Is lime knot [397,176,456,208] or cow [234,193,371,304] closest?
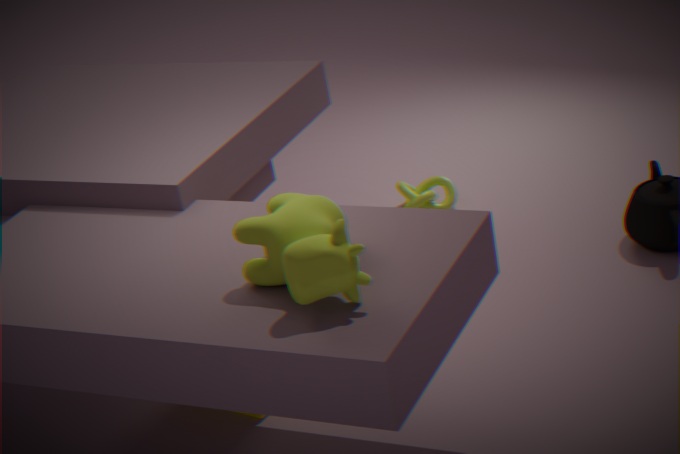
cow [234,193,371,304]
